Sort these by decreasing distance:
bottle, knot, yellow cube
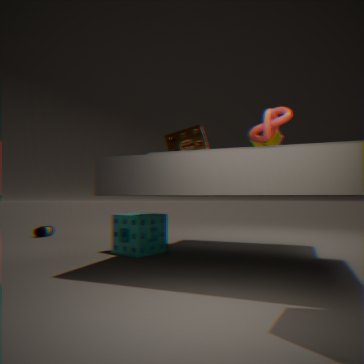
bottle → yellow cube → knot
